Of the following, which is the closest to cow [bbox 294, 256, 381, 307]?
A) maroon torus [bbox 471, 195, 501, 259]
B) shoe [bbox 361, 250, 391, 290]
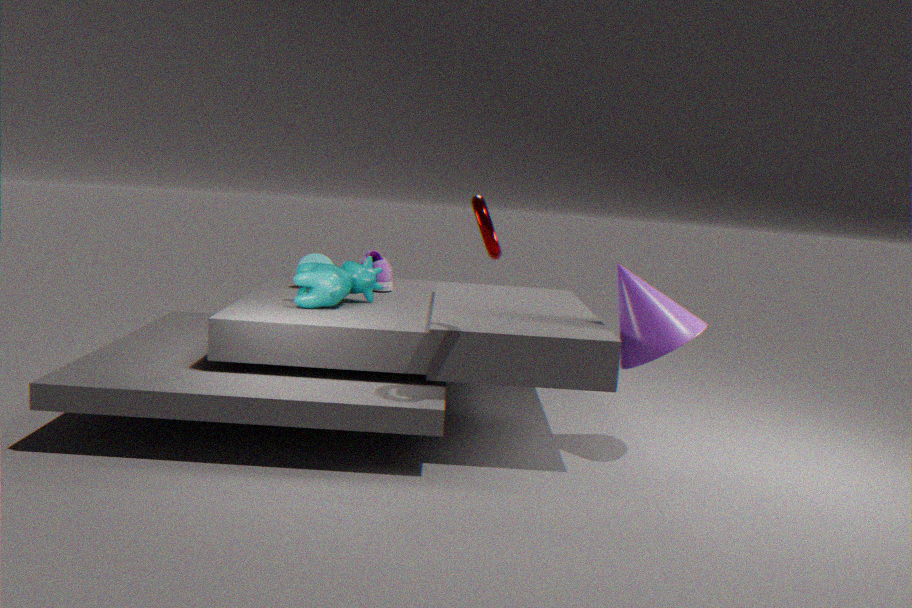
shoe [bbox 361, 250, 391, 290]
